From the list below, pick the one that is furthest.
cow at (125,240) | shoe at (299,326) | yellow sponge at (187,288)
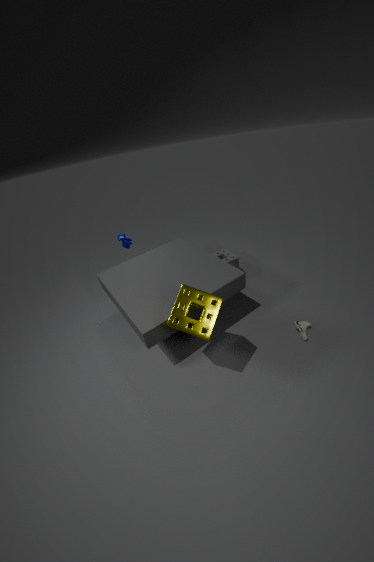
cow at (125,240)
